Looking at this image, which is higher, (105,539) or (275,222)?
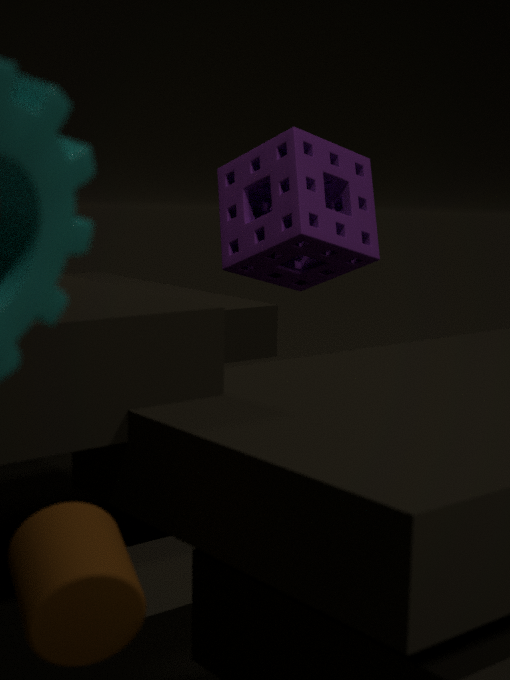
(275,222)
